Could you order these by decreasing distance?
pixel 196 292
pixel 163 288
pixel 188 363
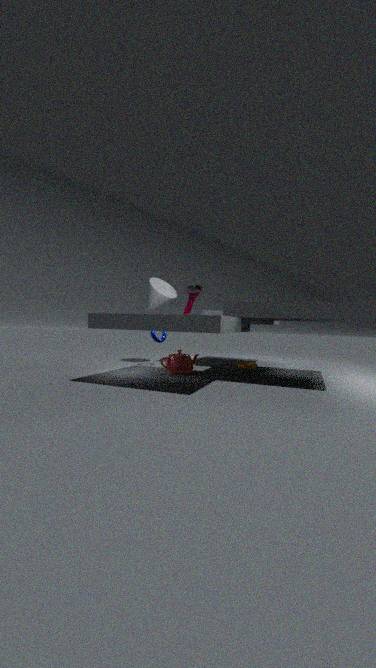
pixel 196 292 < pixel 163 288 < pixel 188 363
